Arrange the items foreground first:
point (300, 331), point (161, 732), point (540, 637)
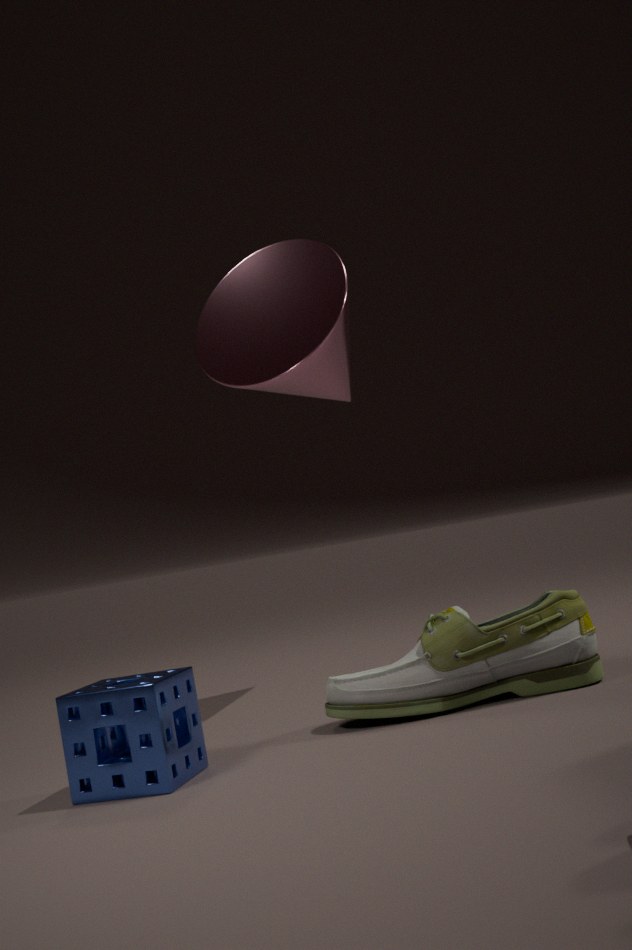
point (161, 732), point (540, 637), point (300, 331)
